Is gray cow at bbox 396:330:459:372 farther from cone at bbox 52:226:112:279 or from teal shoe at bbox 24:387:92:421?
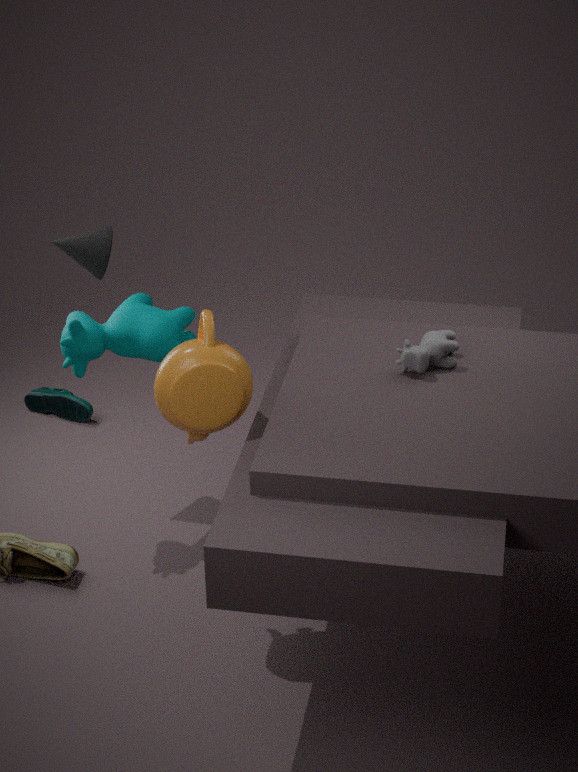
teal shoe at bbox 24:387:92:421
